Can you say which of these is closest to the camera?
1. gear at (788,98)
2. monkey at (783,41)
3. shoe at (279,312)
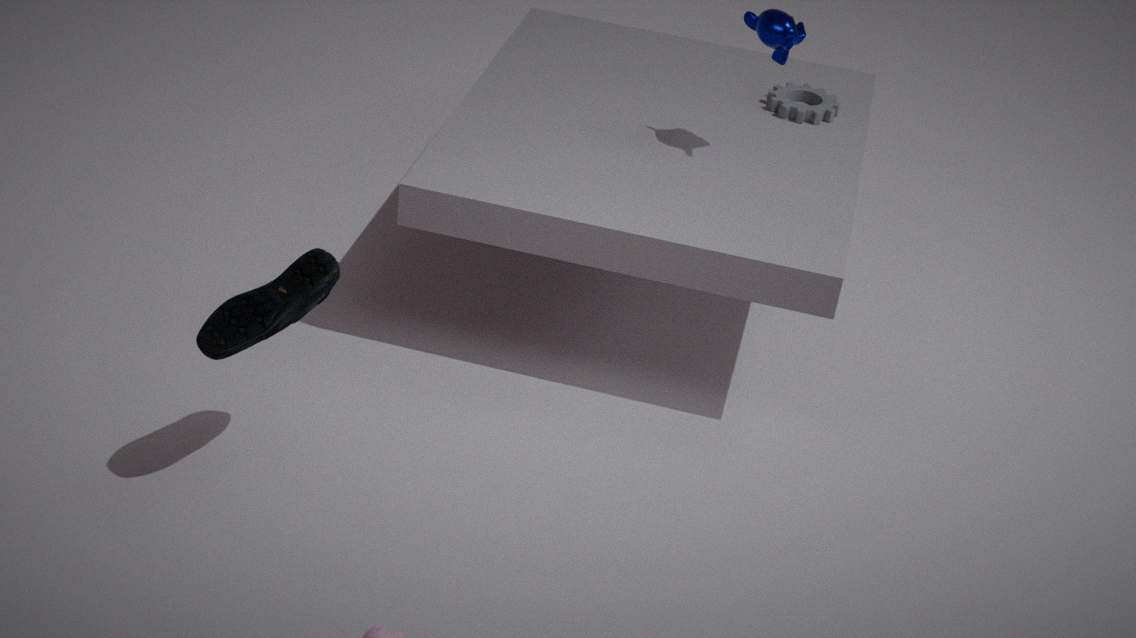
shoe at (279,312)
